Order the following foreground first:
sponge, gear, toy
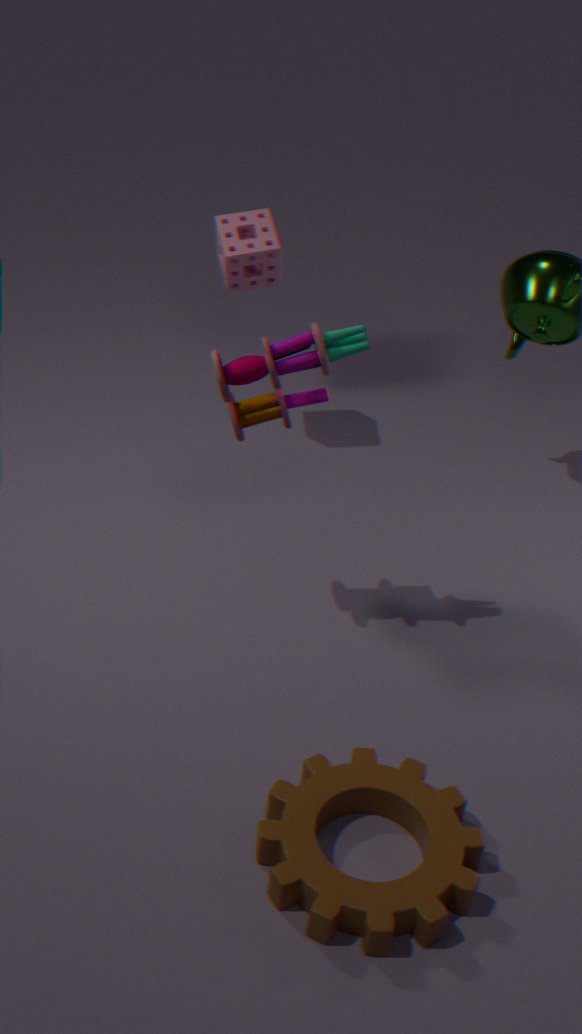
gear
toy
sponge
